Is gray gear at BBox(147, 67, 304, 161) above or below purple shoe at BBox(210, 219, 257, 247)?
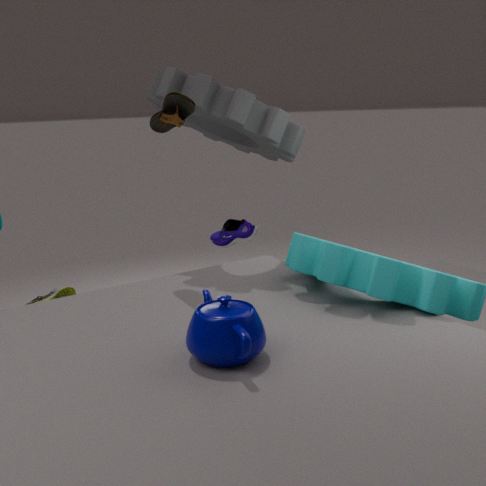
above
